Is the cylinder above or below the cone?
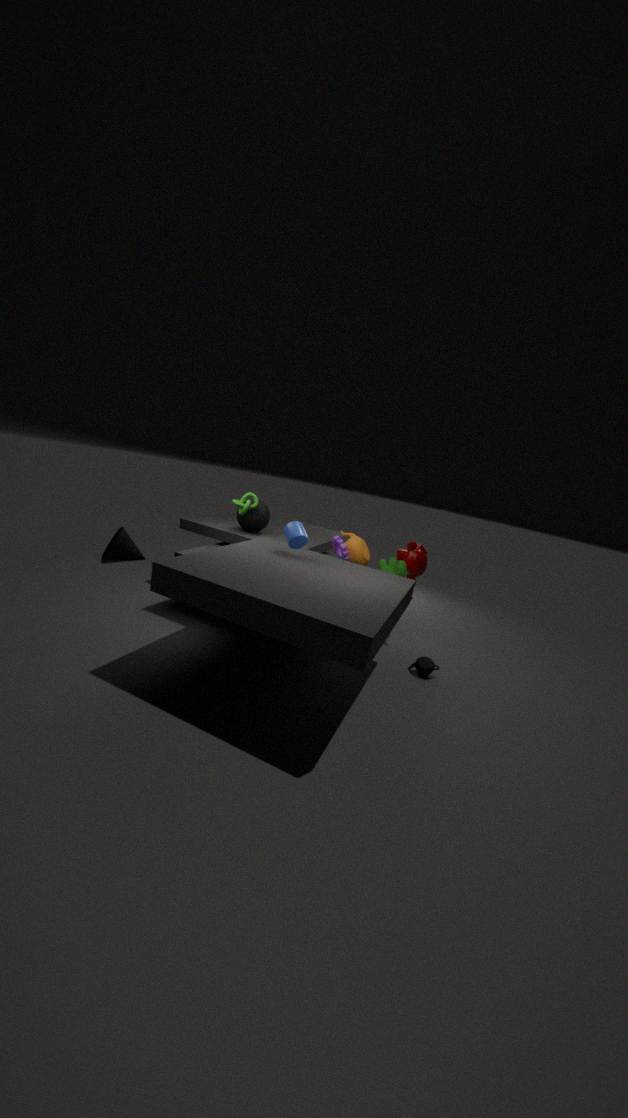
above
